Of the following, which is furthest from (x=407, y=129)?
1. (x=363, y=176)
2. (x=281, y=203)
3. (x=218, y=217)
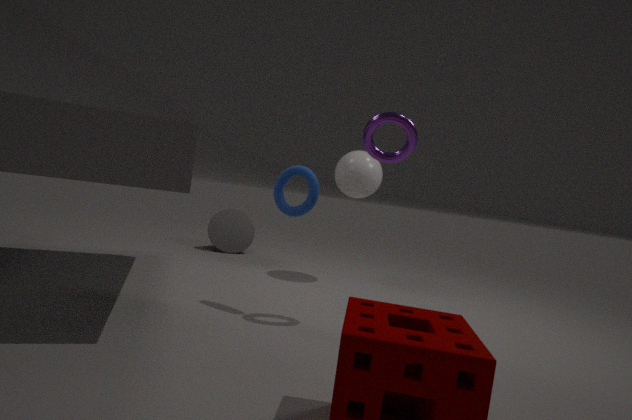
(x=218, y=217)
